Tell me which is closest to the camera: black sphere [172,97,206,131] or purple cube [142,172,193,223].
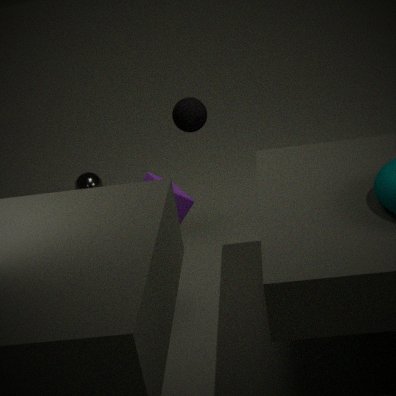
purple cube [142,172,193,223]
